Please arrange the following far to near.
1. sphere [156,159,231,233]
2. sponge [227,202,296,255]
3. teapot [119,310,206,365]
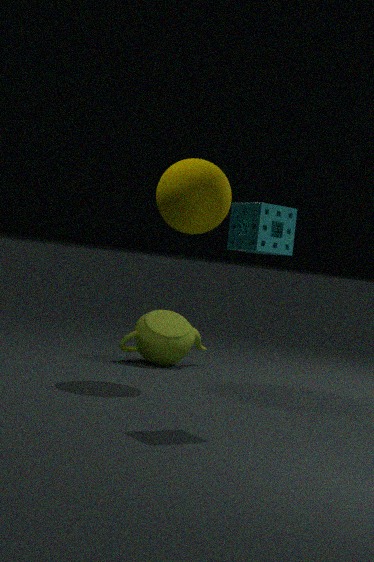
teapot [119,310,206,365], sphere [156,159,231,233], sponge [227,202,296,255]
